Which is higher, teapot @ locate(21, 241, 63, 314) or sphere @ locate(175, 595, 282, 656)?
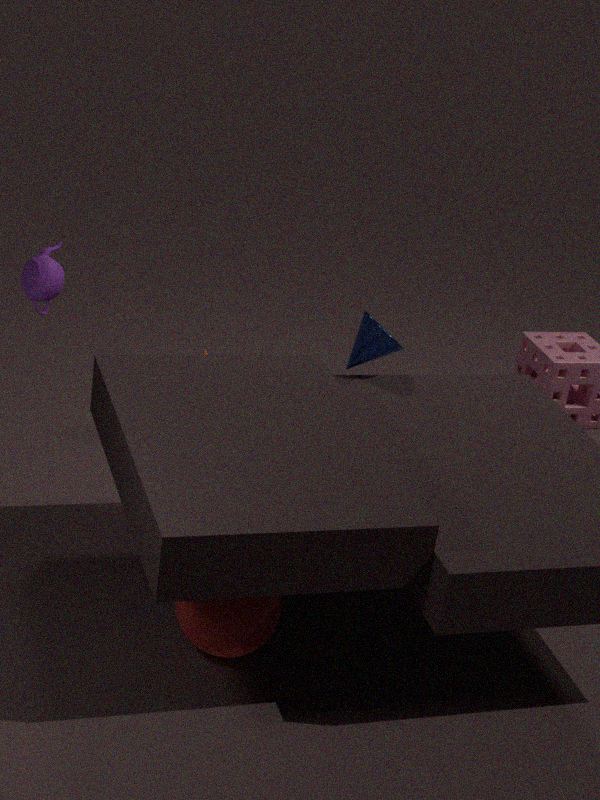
teapot @ locate(21, 241, 63, 314)
